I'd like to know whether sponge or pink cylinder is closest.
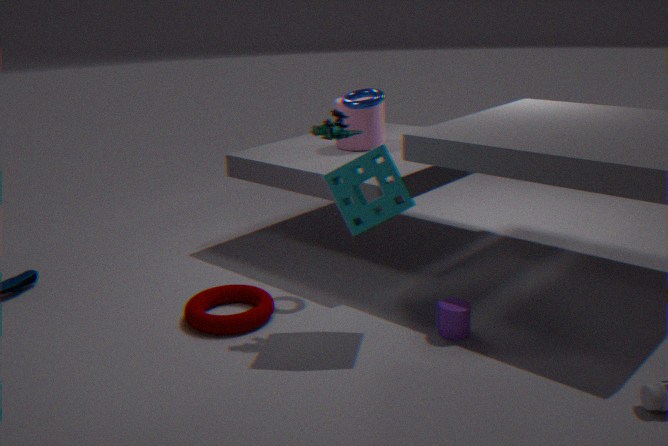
sponge
